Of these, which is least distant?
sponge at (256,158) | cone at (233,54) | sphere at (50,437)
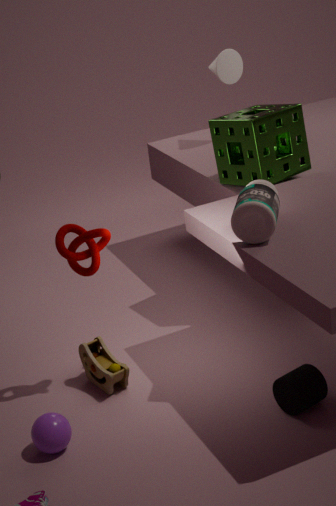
sphere at (50,437)
